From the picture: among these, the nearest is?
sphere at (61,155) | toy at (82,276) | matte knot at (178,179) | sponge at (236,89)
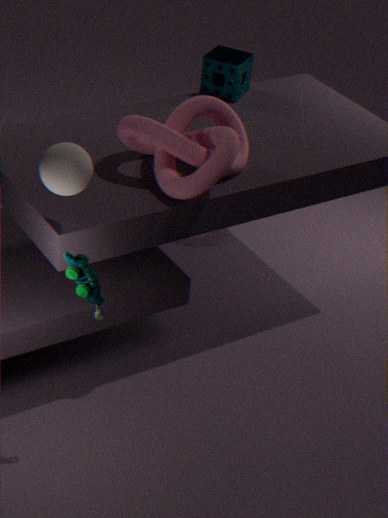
sphere at (61,155)
